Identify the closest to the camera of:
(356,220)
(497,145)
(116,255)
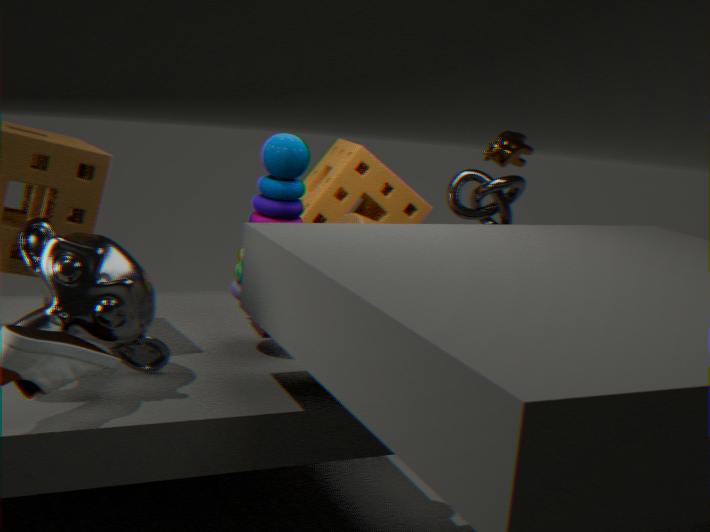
(116,255)
